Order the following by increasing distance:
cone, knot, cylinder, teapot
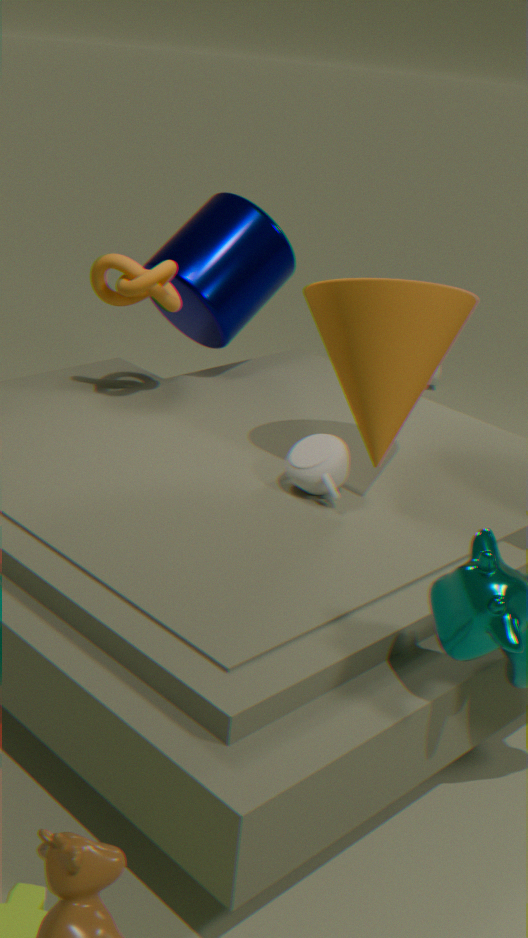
cone, teapot, knot, cylinder
